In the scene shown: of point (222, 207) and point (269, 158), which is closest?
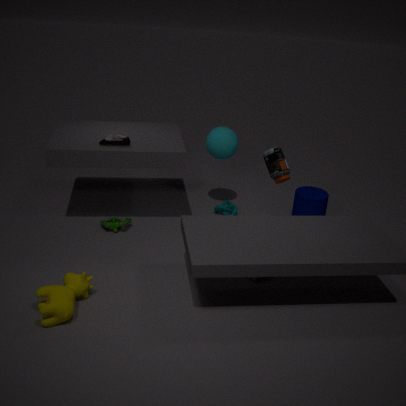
point (269, 158)
